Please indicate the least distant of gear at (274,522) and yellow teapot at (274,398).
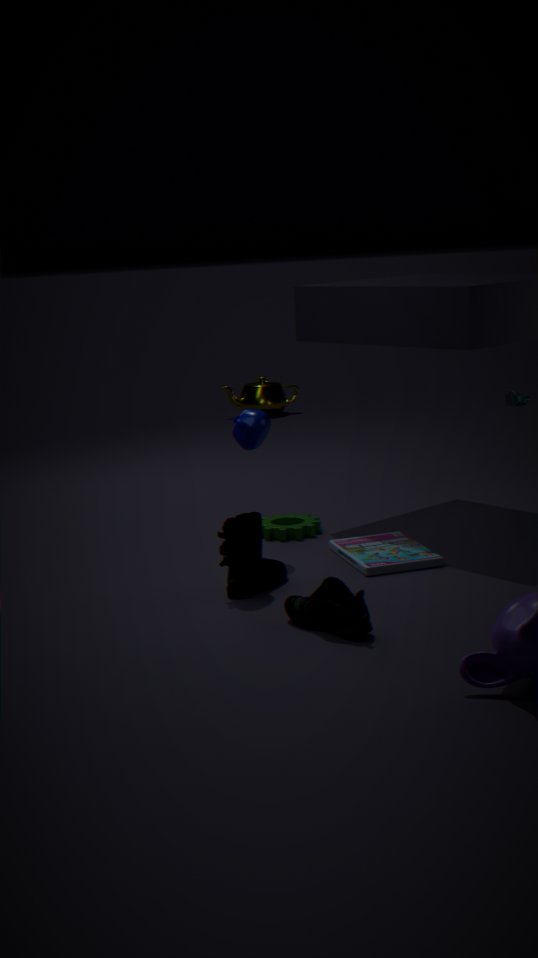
gear at (274,522)
